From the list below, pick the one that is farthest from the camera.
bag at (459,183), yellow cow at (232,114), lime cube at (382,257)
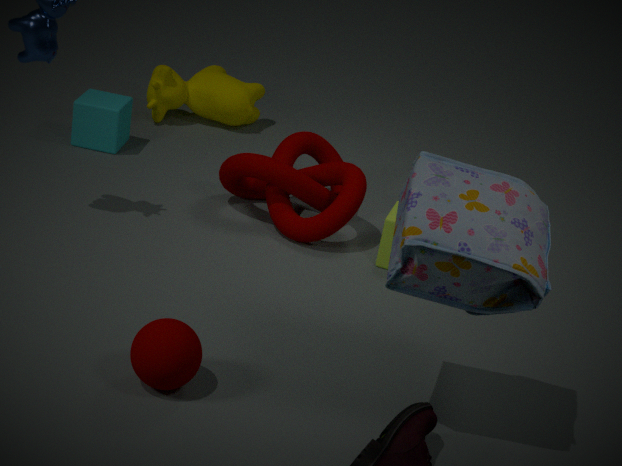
yellow cow at (232,114)
